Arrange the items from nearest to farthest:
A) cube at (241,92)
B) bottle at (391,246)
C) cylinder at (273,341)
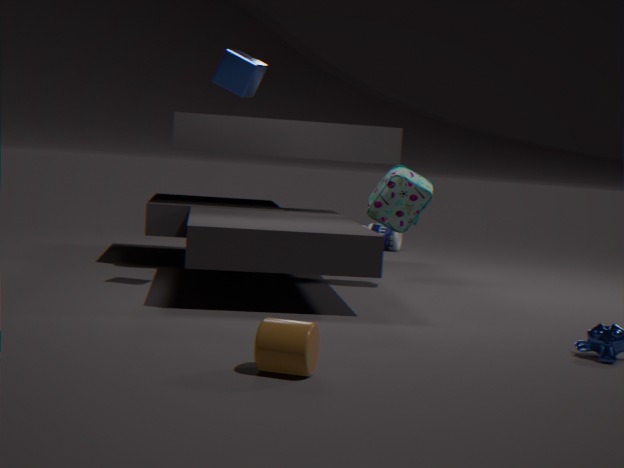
1. cylinder at (273,341)
2. cube at (241,92)
3. bottle at (391,246)
